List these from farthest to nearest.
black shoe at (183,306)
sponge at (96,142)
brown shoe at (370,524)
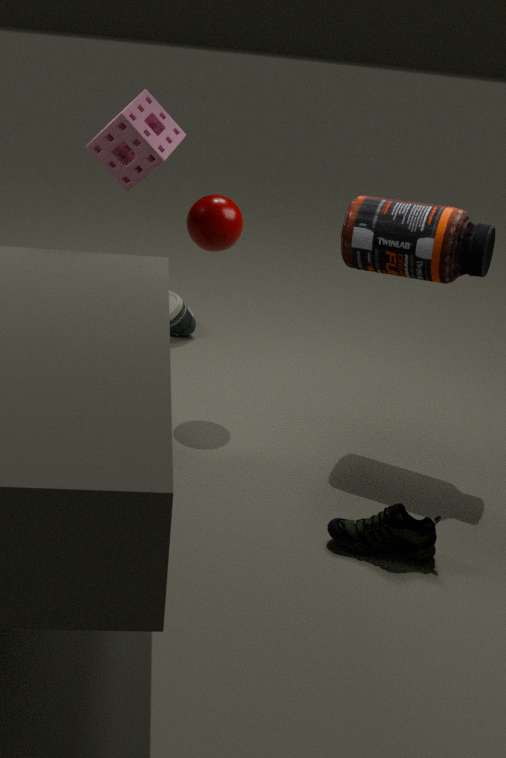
black shoe at (183,306), sponge at (96,142), brown shoe at (370,524)
